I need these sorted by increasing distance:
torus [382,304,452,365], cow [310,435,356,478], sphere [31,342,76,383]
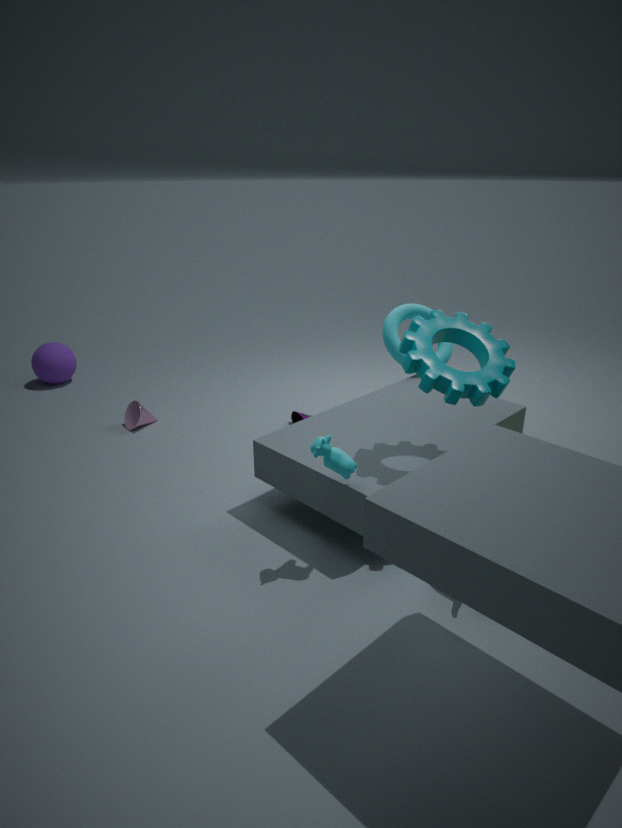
cow [310,435,356,478]
torus [382,304,452,365]
sphere [31,342,76,383]
